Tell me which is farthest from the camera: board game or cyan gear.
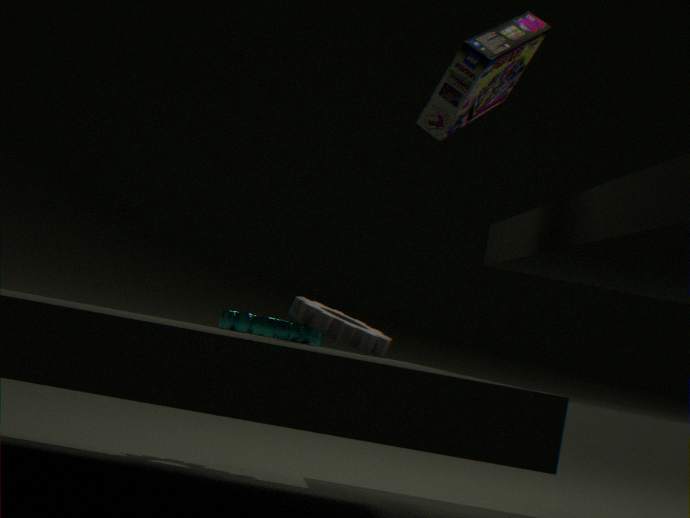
cyan gear
